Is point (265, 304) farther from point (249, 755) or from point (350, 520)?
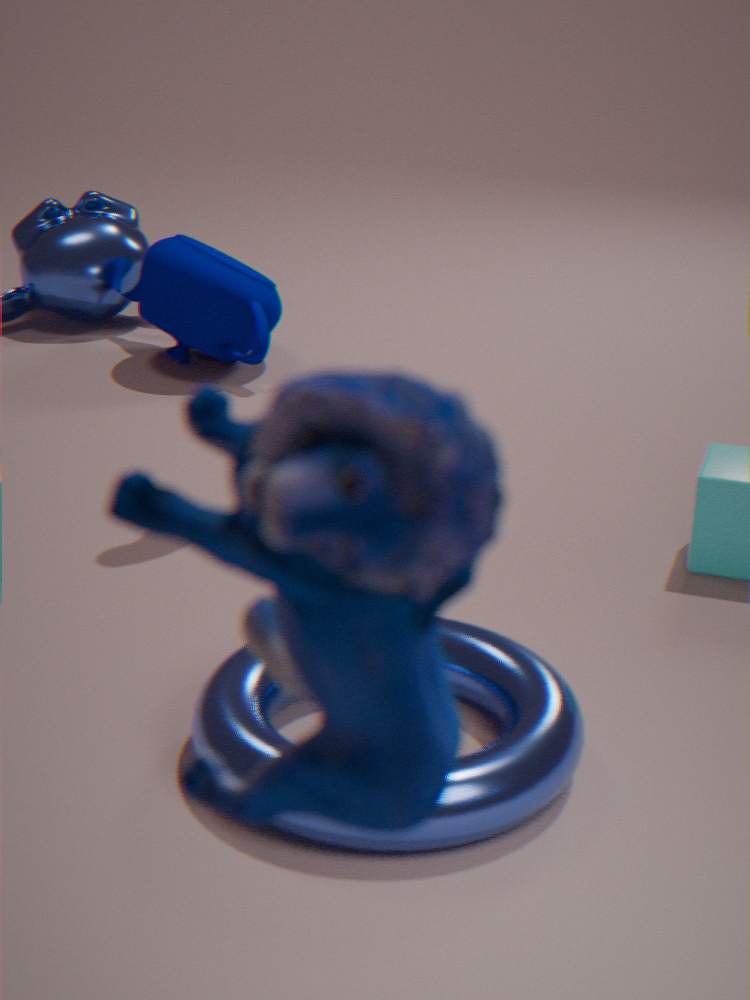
point (350, 520)
